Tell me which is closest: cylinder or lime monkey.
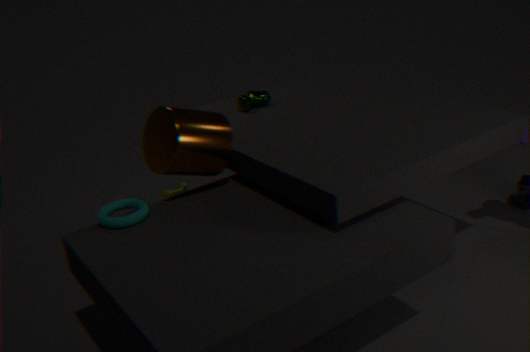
cylinder
